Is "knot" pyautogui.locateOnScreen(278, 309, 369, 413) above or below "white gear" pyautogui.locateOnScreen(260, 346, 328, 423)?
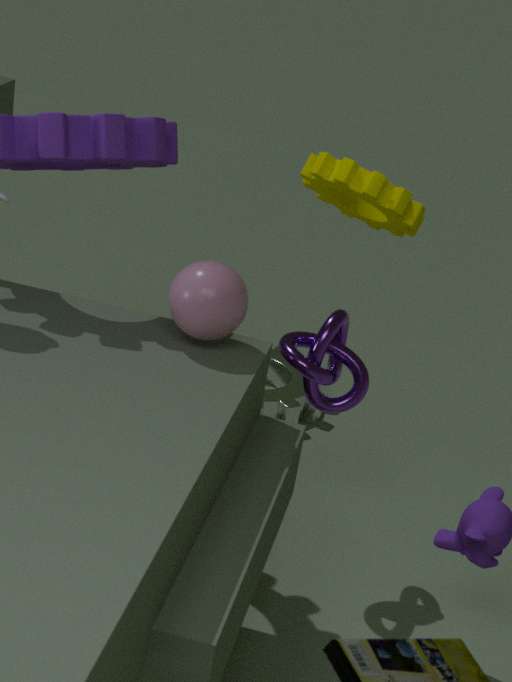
above
